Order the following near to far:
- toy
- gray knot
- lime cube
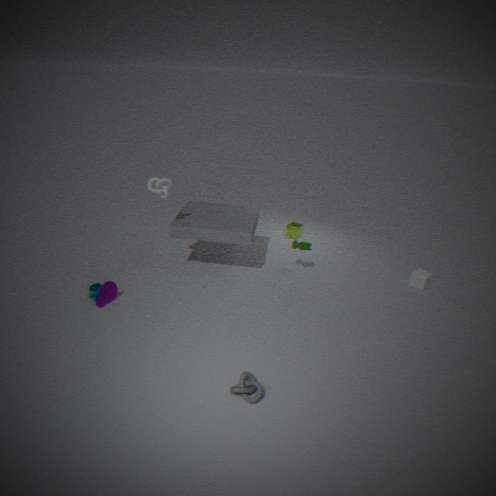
gray knot, toy, lime cube
